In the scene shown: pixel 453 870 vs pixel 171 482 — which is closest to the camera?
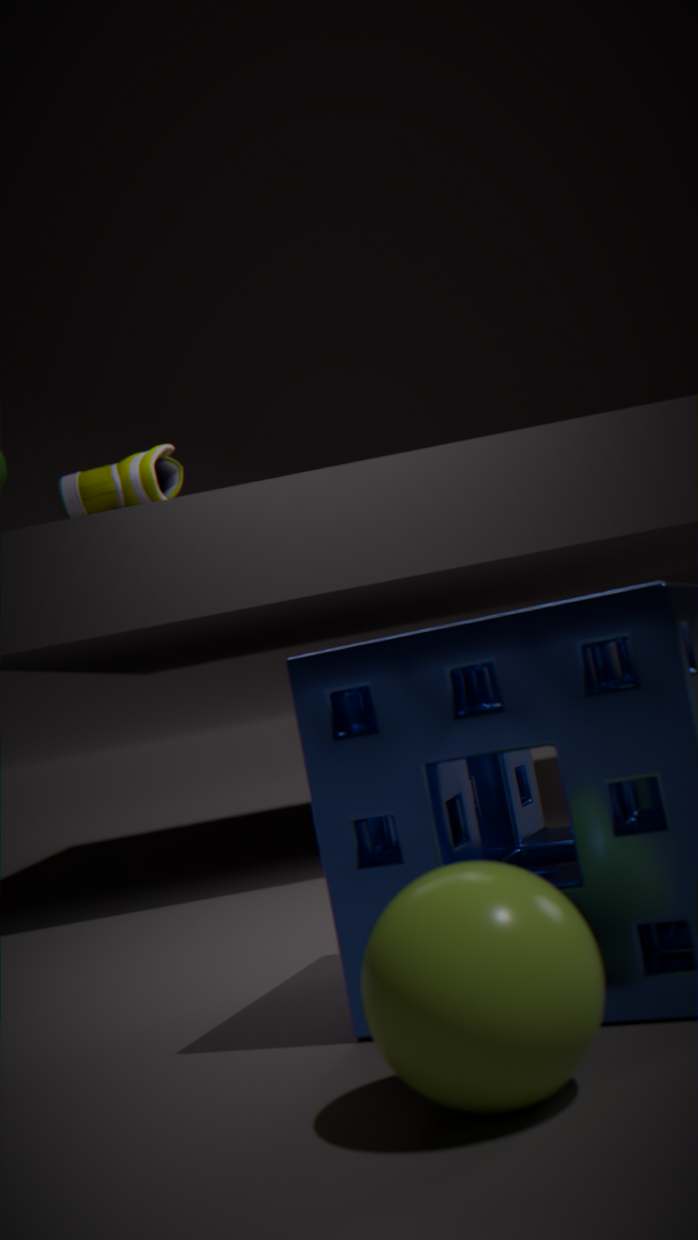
pixel 453 870
